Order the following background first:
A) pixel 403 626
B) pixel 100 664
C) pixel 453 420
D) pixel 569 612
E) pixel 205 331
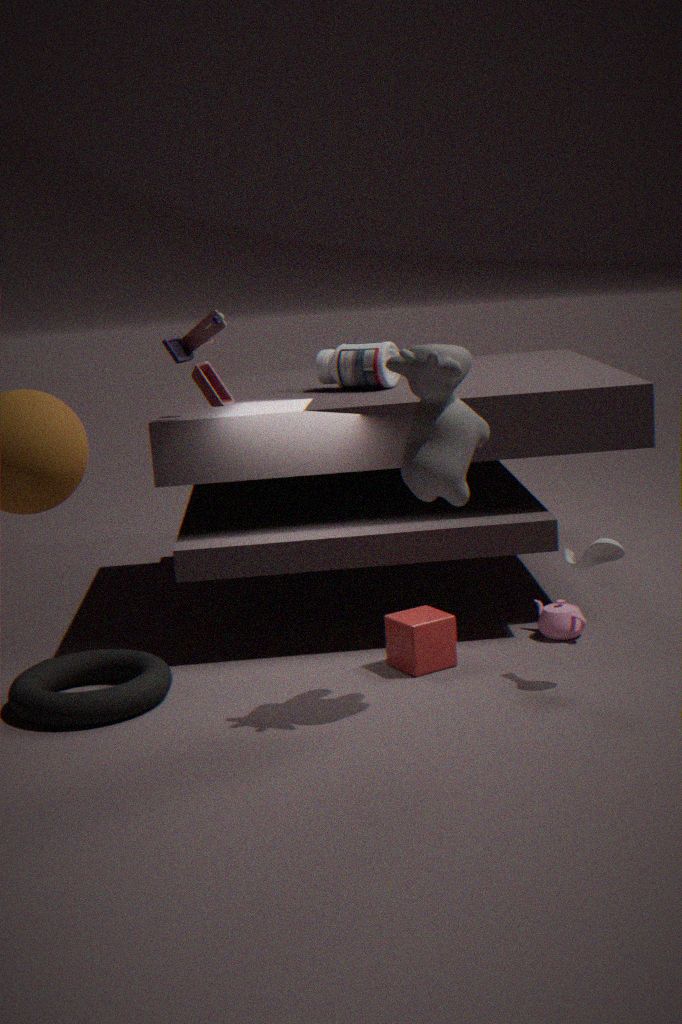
pixel 569 612, pixel 100 664, pixel 205 331, pixel 403 626, pixel 453 420
